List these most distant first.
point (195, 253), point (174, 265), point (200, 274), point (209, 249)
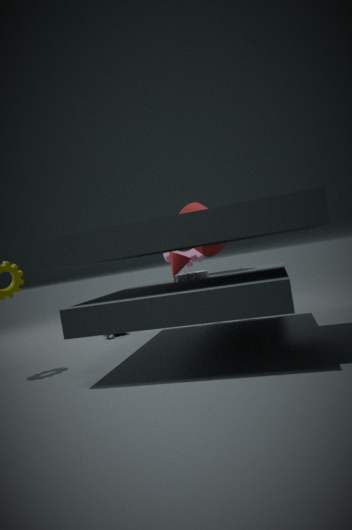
point (195, 253), point (174, 265), point (209, 249), point (200, 274)
